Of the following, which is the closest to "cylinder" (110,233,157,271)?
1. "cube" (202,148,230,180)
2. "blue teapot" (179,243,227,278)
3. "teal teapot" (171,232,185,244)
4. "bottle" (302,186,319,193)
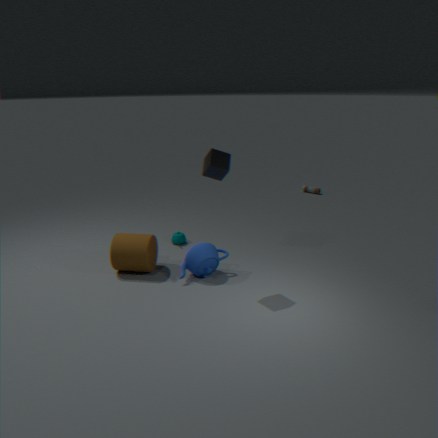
"blue teapot" (179,243,227,278)
